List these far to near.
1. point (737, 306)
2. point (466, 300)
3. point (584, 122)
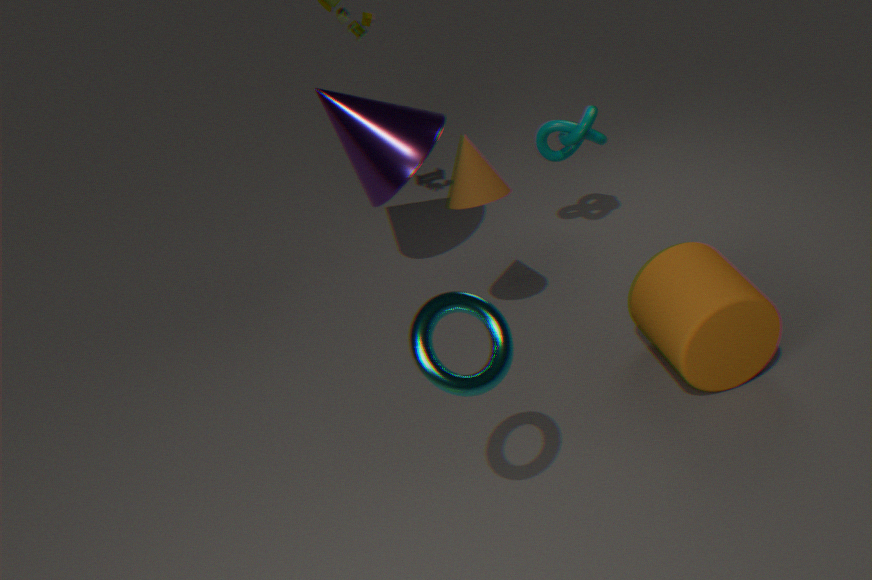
point (584, 122) < point (737, 306) < point (466, 300)
